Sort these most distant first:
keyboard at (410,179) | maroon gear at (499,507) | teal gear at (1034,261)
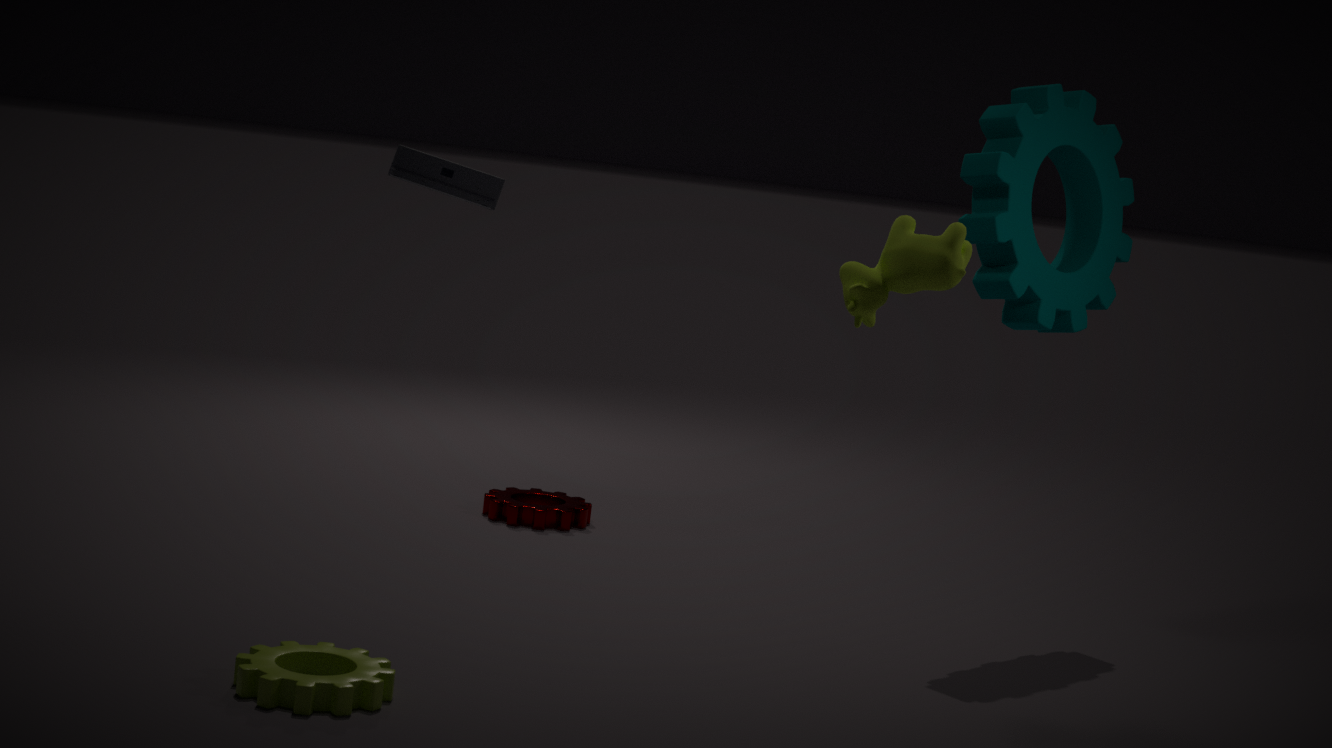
maroon gear at (499,507) → teal gear at (1034,261) → keyboard at (410,179)
